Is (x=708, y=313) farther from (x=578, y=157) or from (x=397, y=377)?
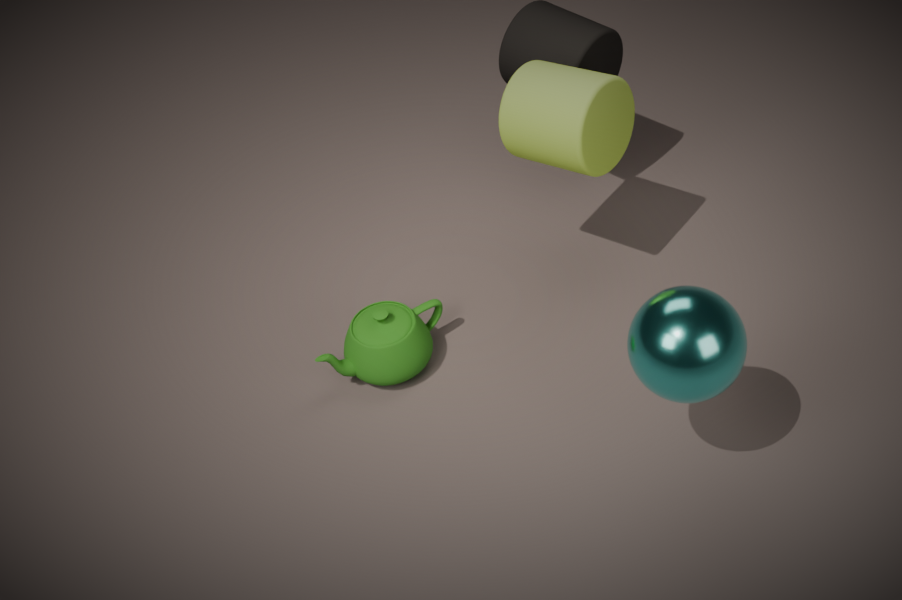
(x=397, y=377)
